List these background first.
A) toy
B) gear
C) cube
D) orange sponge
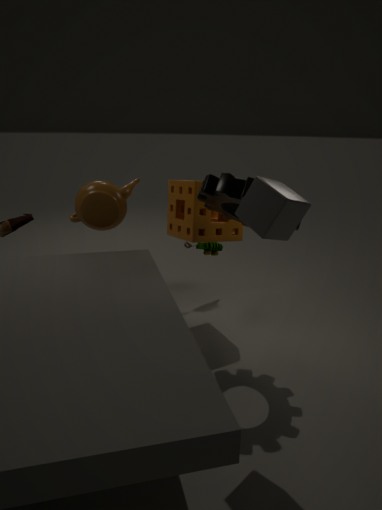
toy
orange sponge
gear
cube
